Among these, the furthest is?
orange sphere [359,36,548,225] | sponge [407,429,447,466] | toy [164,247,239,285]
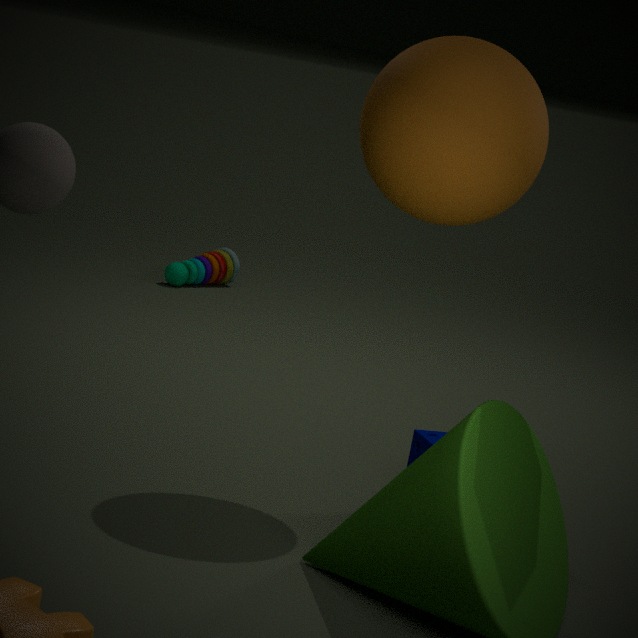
toy [164,247,239,285]
